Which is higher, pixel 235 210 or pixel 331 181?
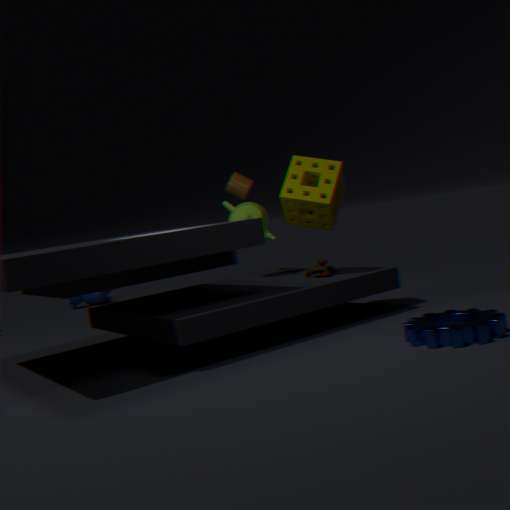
pixel 331 181
